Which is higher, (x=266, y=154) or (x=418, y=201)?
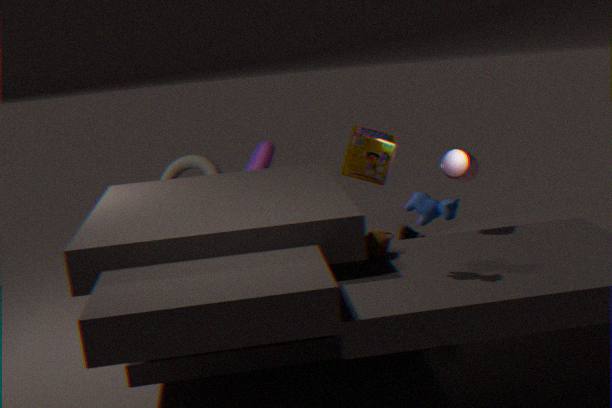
(x=418, y=201)
